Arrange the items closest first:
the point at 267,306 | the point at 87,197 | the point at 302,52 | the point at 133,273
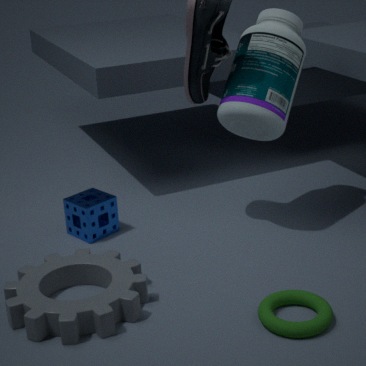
1. the point at 267,306
2. the point at 133,273
3. the point at 302,52
4. the point at 87,197
